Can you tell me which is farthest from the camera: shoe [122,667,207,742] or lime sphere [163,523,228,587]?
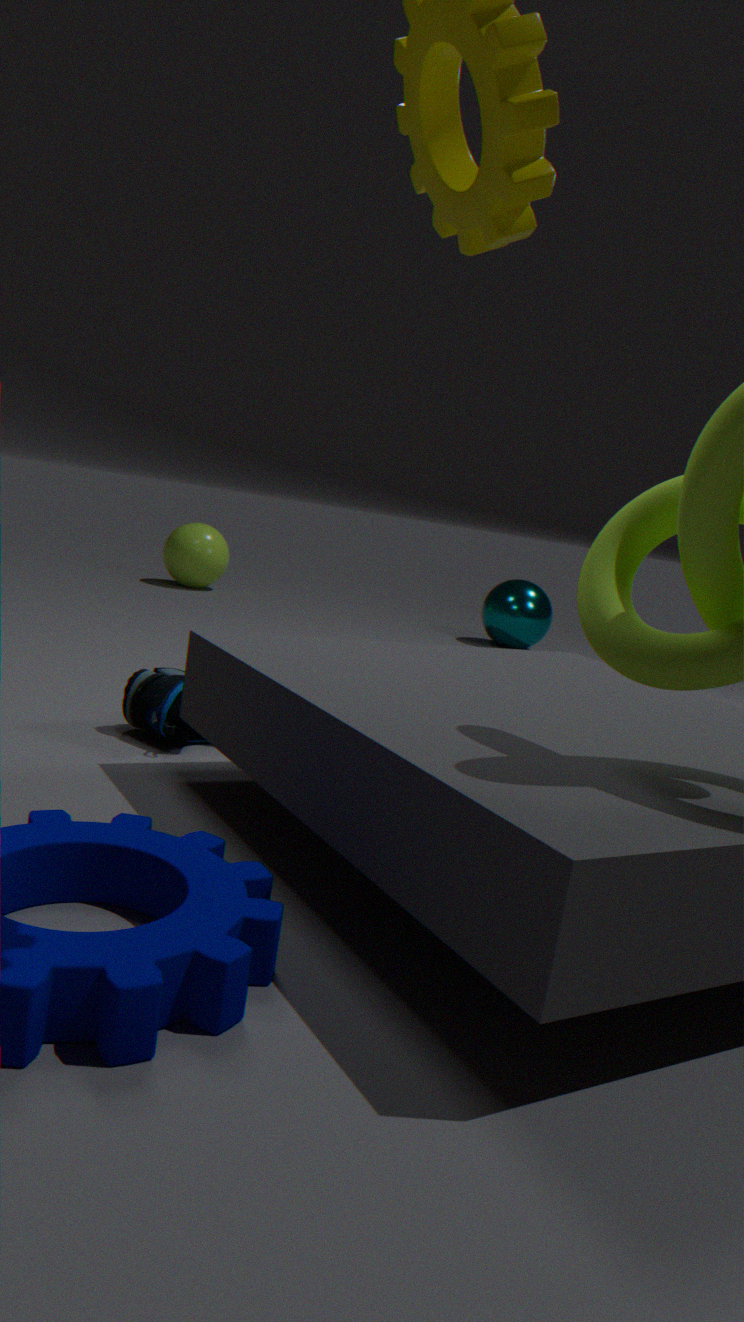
lime sphere [163,523,228,587]
